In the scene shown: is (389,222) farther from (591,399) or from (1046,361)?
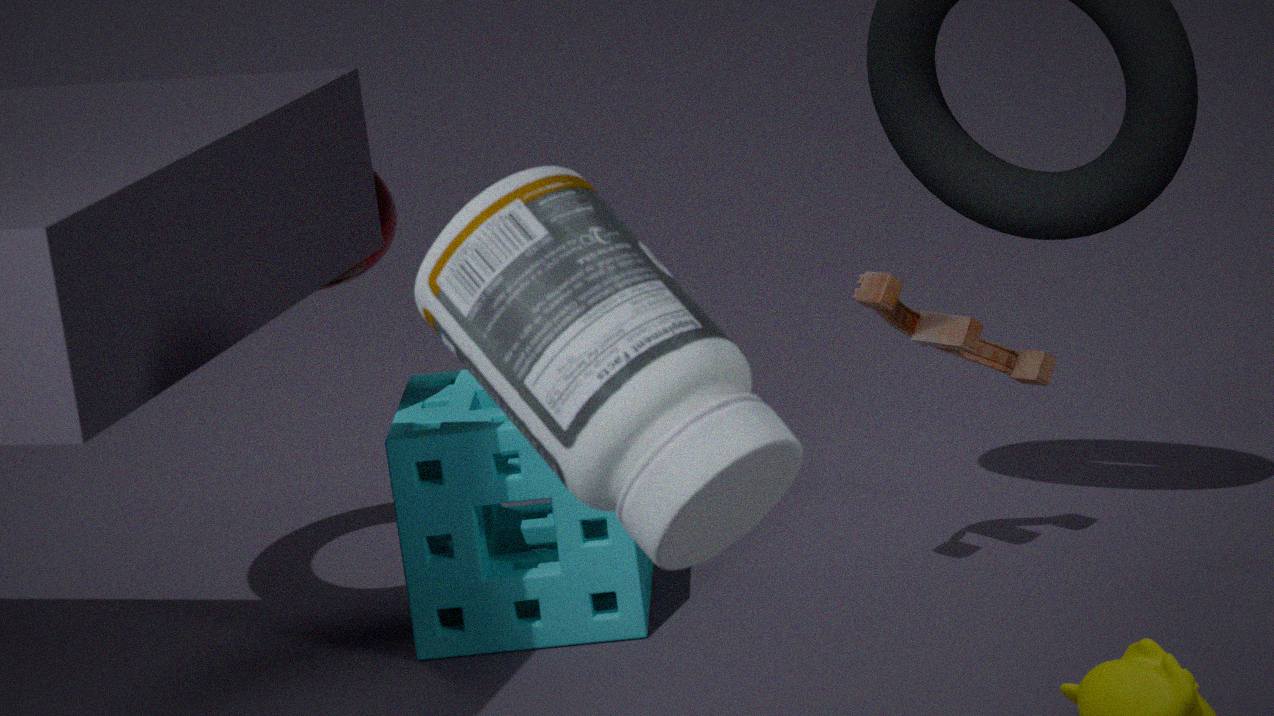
(591,399)
